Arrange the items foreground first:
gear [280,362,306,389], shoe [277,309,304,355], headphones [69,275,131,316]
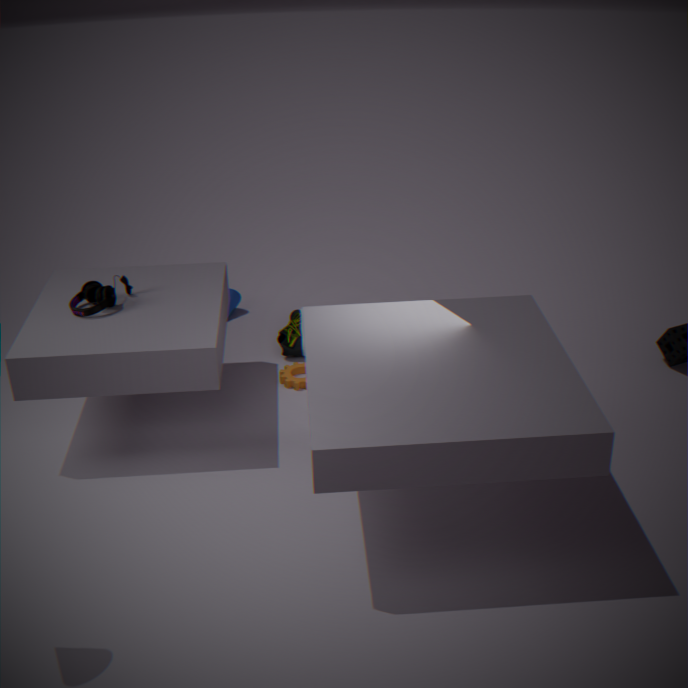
headphones [69,275,131,316], gear [280,362,306,389], shoe [277,309,304,355]
